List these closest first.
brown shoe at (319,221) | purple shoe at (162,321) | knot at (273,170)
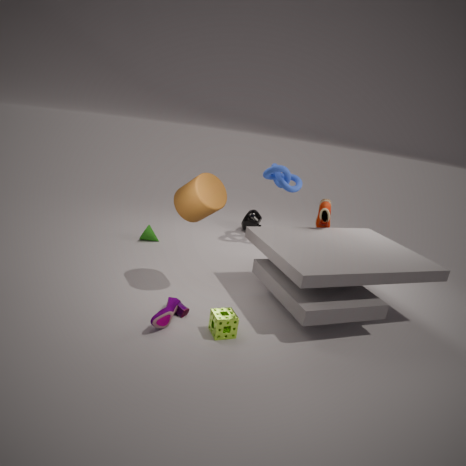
1. purple shoe at (162,321)
2. brown shoe at (319,221)
3. knot at (273,170)
